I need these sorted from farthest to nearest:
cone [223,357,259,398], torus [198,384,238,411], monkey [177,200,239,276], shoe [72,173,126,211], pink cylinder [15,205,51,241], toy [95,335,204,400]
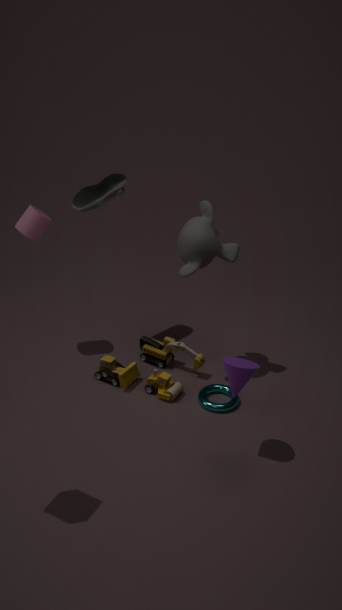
shoe [72,173,126,211], pink cylinder [15,205,51,241], toy [95,335,204,400], torus [198,384,238,411], monkey [177,200,239,276], cone [223,357,259,398]
